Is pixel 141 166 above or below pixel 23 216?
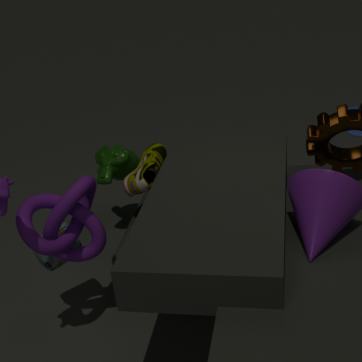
below
